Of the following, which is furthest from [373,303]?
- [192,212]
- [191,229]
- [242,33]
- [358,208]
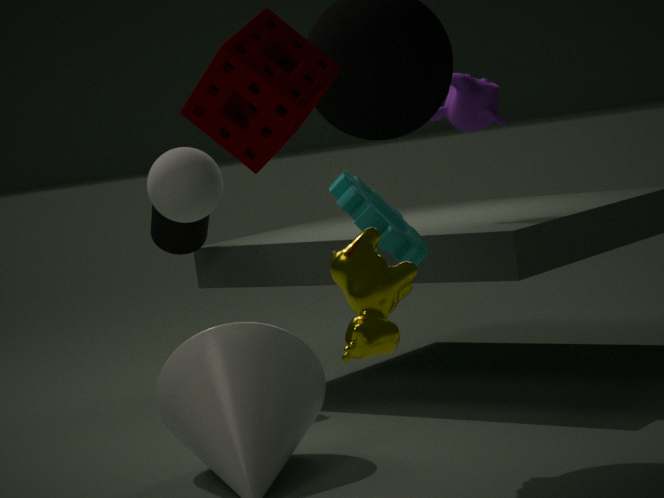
[191,229]
